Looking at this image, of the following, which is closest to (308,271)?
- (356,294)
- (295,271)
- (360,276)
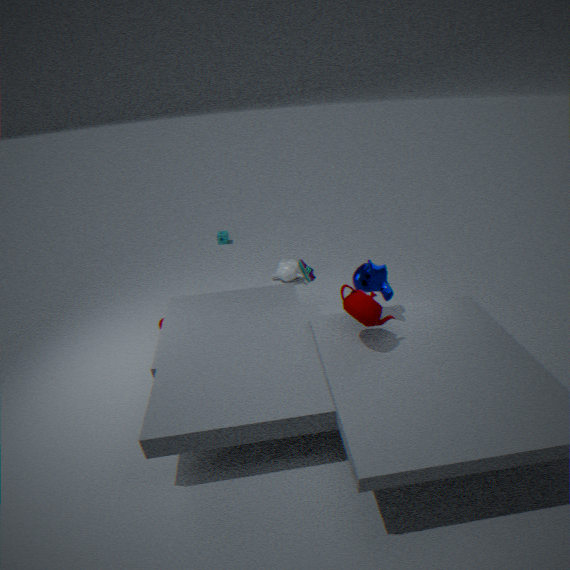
(360,276)
